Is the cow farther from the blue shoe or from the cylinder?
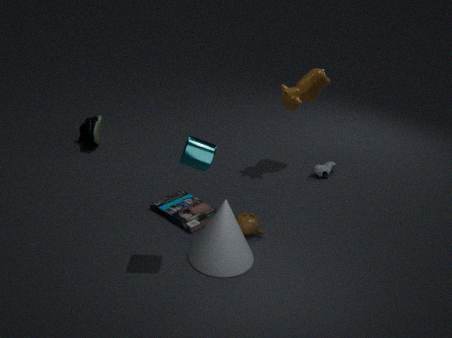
the blue shoe
